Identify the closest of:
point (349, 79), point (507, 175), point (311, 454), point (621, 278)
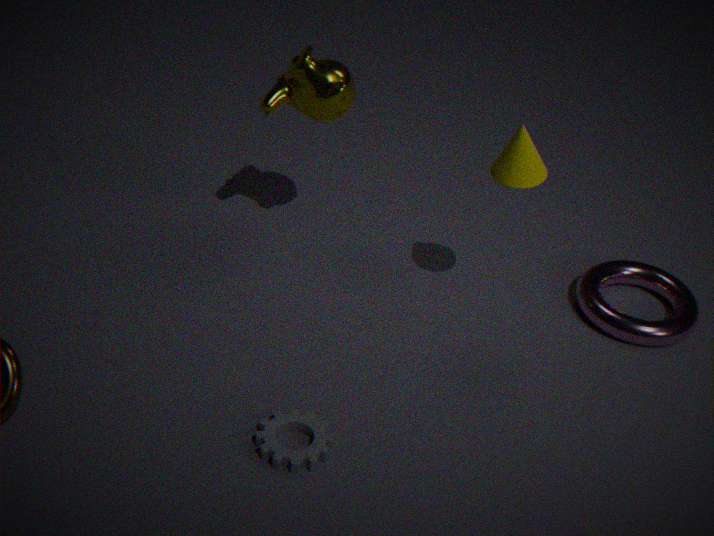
point (311, 454)
